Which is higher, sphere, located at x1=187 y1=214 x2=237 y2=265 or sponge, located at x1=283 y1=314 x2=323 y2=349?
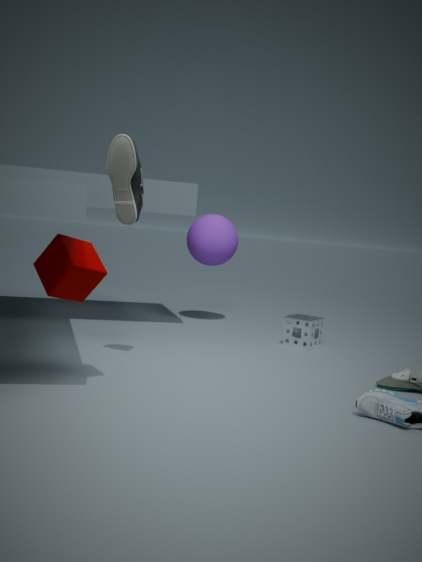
sphere, located at x1=187 y1=214 x2=237 y2=265
